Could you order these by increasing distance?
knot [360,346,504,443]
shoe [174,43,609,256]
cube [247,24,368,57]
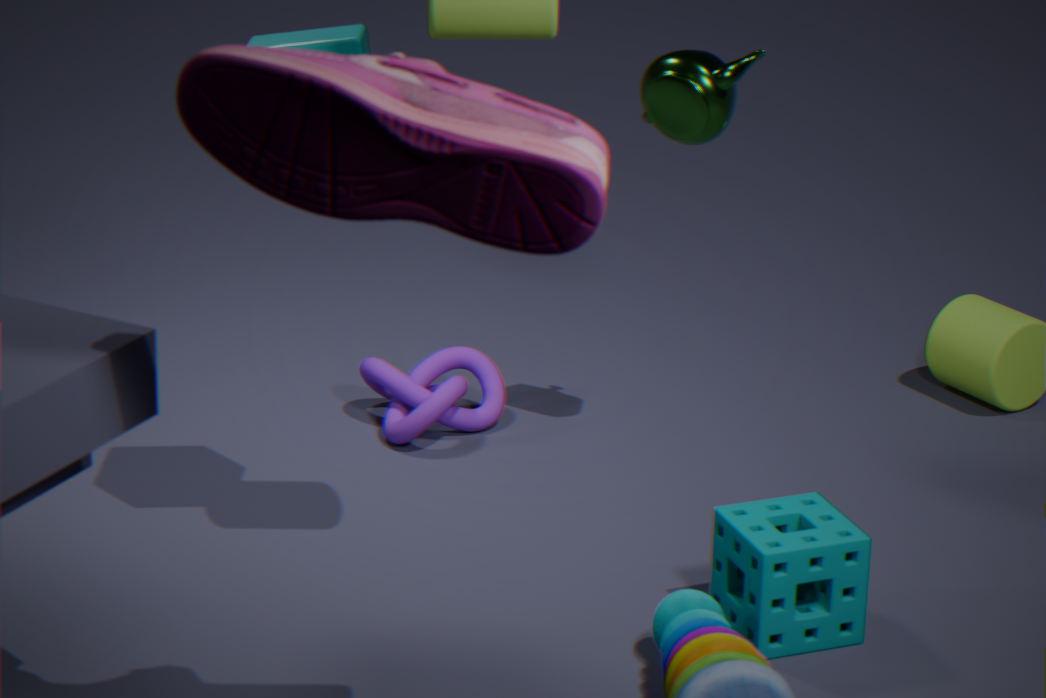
shoe [174,43,609,256] < cube [247,24,368,57] < knot [360,346,504,443]
